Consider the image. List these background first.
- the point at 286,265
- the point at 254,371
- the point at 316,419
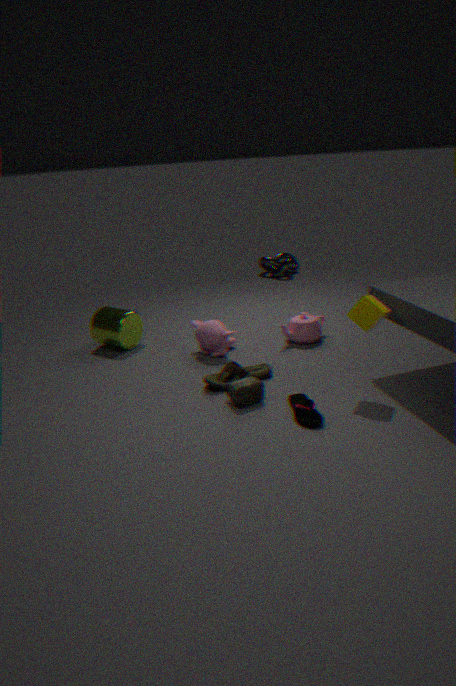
the point at 286,265, the point at 254,371, the point at 316,419
